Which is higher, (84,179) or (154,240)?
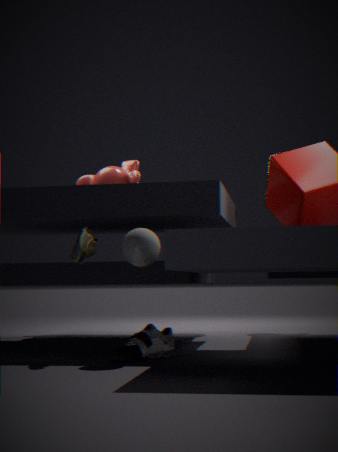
(84,179)
